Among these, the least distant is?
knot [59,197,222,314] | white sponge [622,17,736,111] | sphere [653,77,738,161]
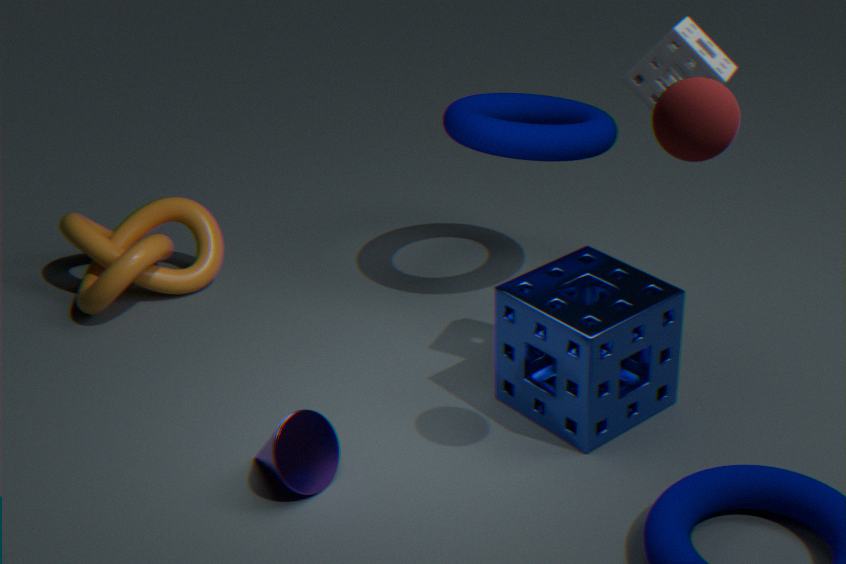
sphere [653,77,738,161]
